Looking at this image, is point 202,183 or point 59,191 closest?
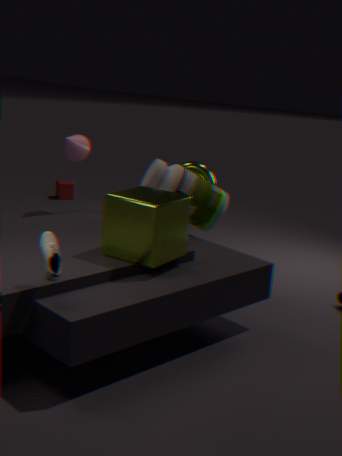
point 202,183
